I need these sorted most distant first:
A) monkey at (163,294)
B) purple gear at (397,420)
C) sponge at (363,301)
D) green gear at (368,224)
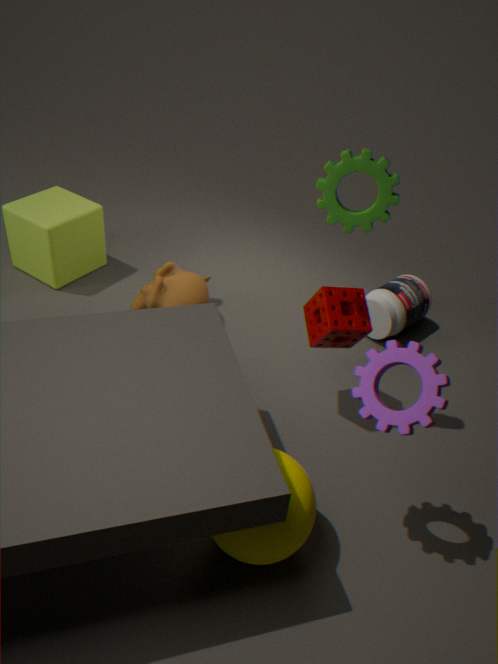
monkey at (163,294) → sponge at (363,301) → green gear at (368,224) → purple gear at (397,420)
